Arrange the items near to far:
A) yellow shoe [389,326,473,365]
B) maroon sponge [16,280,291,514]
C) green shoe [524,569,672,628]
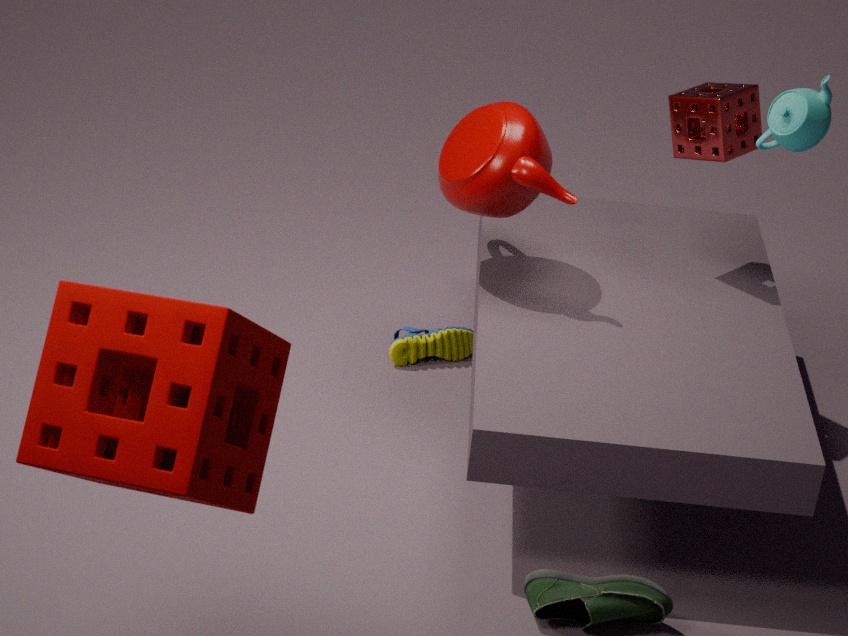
maroon sponge [16,280,291,514] < green shoe [524,569,672,628] < yellow shoe [389,326,473,365]
